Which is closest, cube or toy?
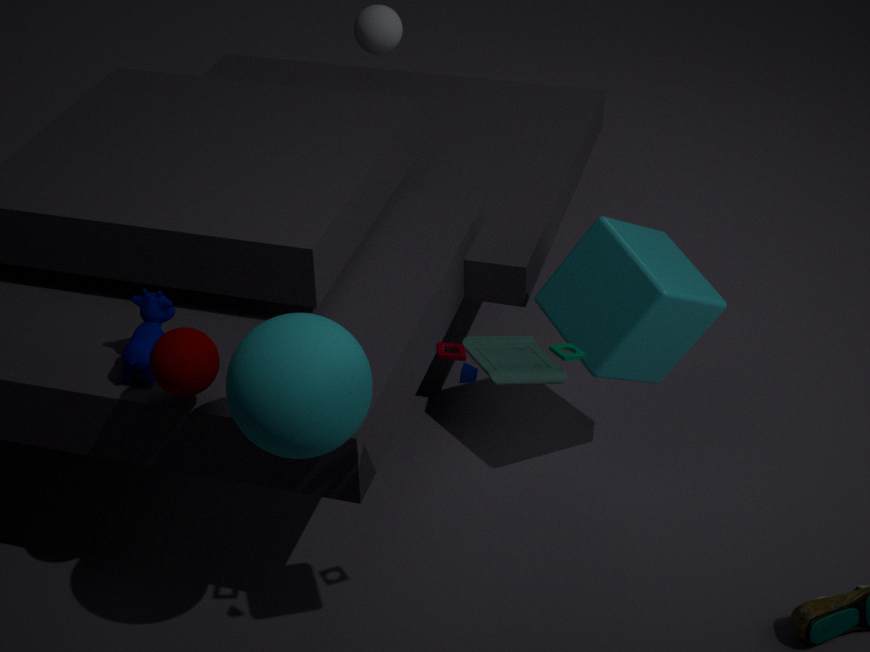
toy
